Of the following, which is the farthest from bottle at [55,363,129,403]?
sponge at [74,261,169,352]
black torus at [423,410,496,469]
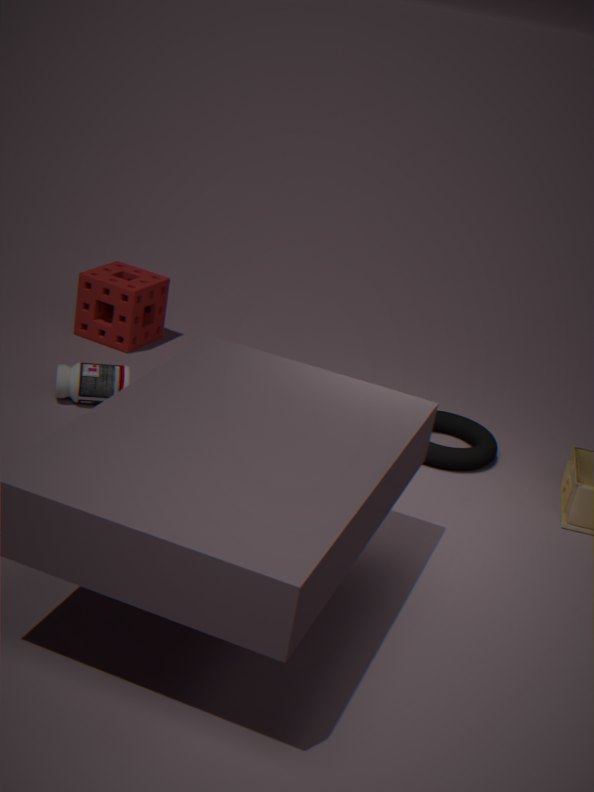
black torus at [423,410,496,469]
